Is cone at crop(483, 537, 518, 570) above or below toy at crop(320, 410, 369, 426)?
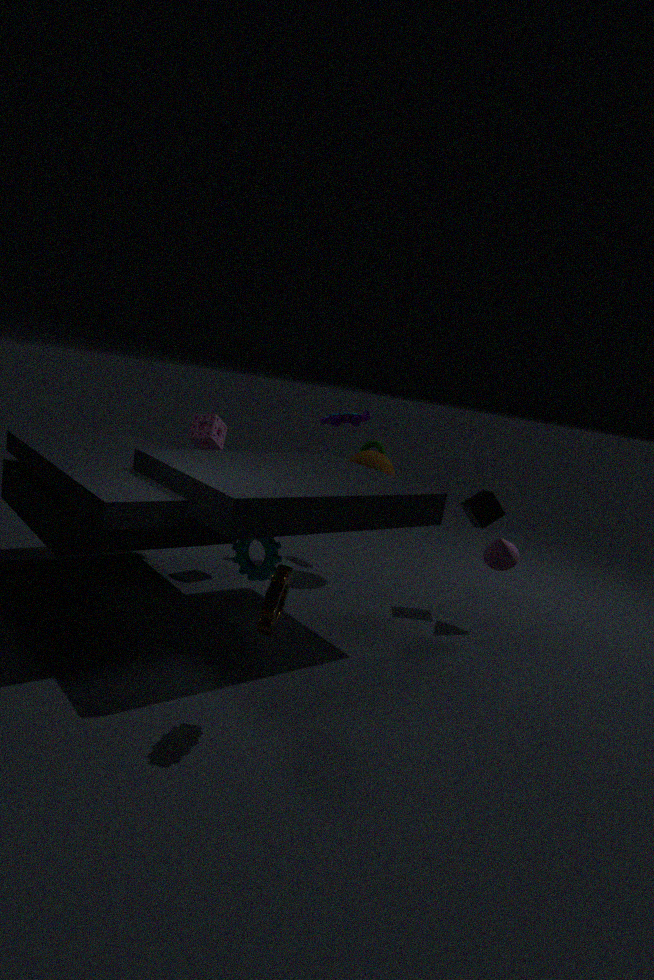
below
